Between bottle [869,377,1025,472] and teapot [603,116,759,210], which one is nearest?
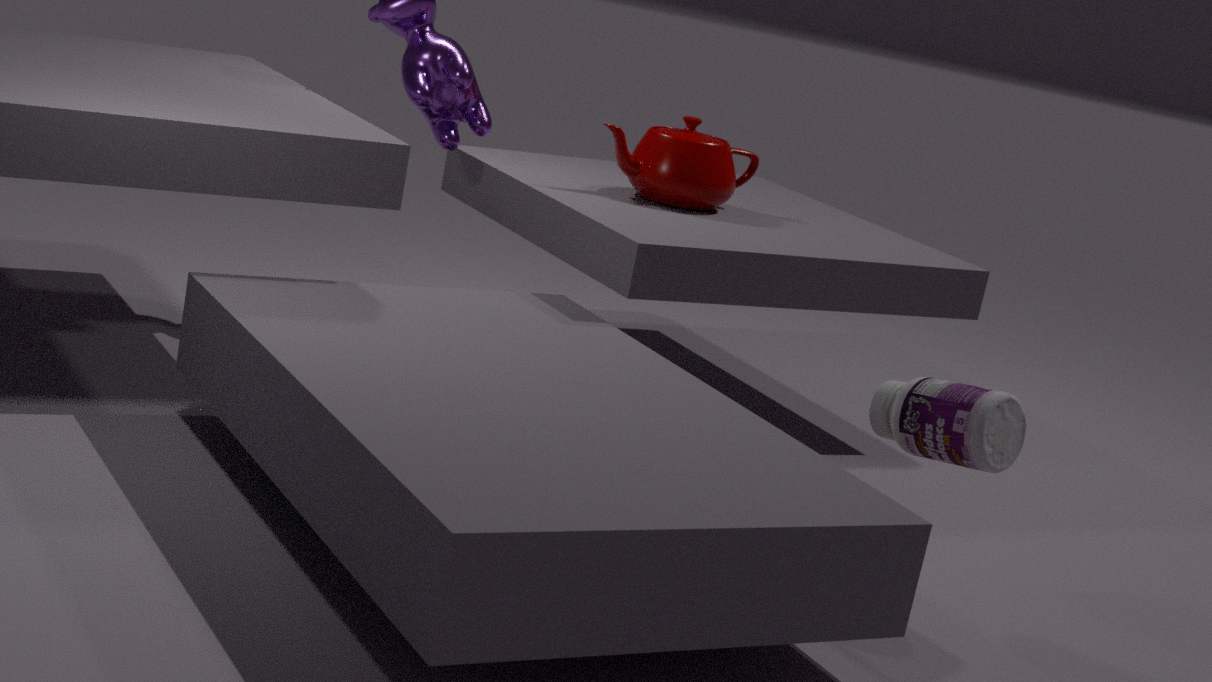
bottle [869,377,1025,472]
